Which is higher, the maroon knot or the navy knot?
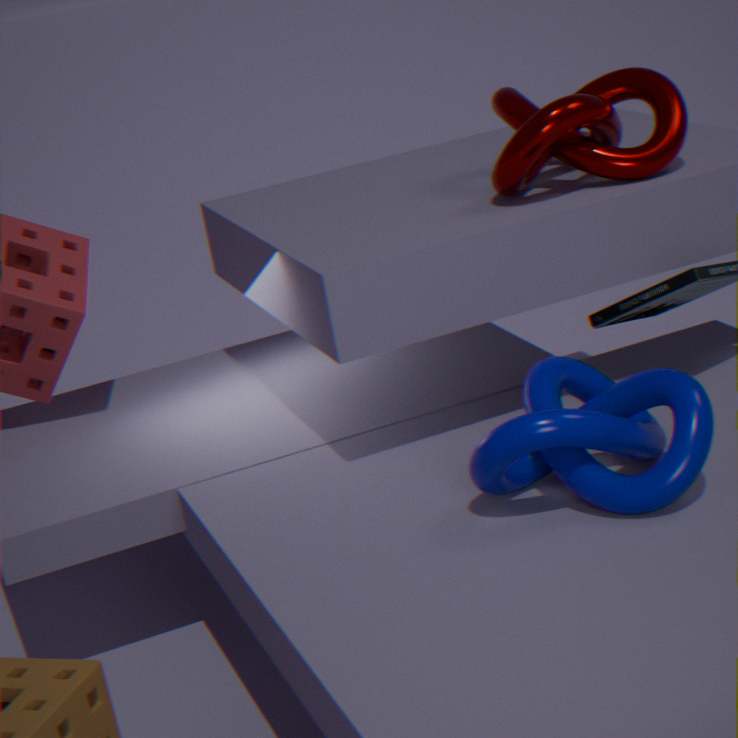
the maroon knot
